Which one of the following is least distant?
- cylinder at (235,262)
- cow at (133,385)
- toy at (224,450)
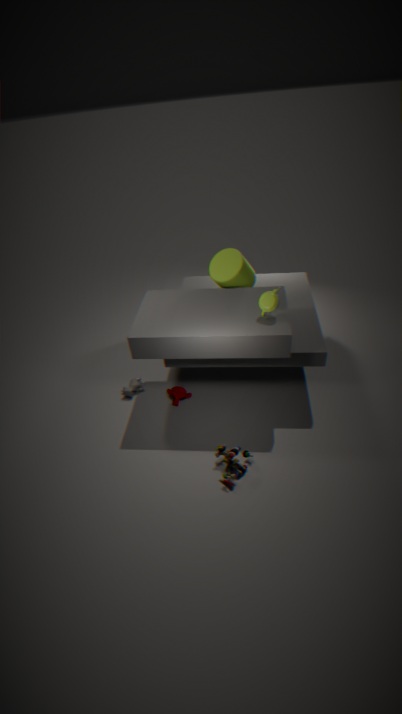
toy at (224,450)
